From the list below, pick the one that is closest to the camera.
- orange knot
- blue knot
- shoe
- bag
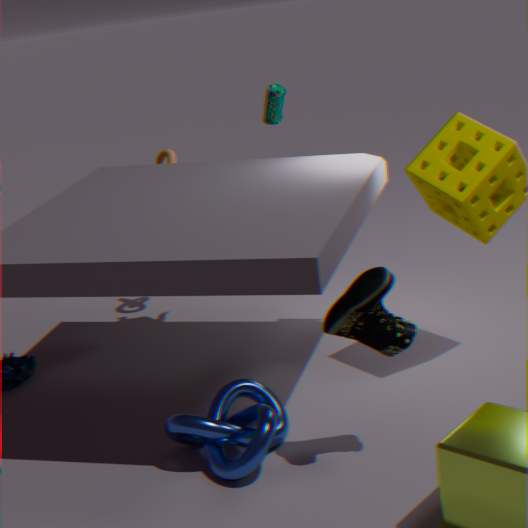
shoe
